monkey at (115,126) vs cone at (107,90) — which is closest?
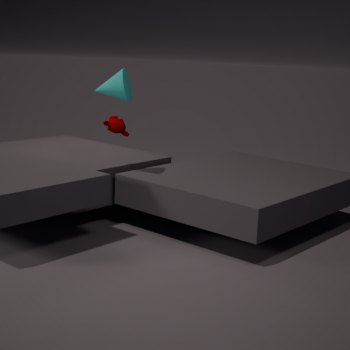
cone at (107,90)
